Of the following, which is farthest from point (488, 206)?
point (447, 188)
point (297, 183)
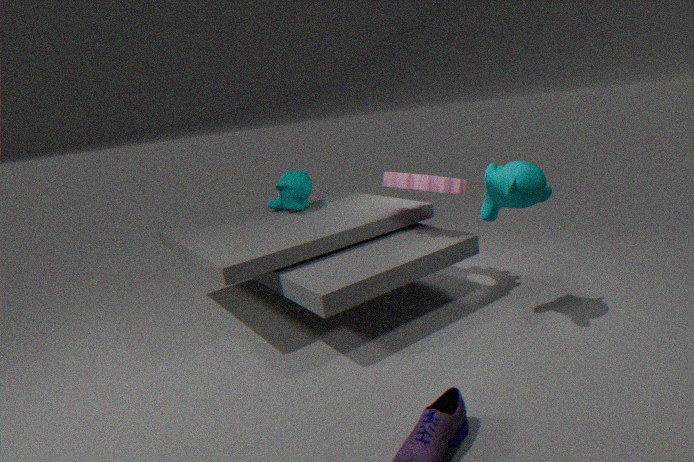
point (297, 183)
